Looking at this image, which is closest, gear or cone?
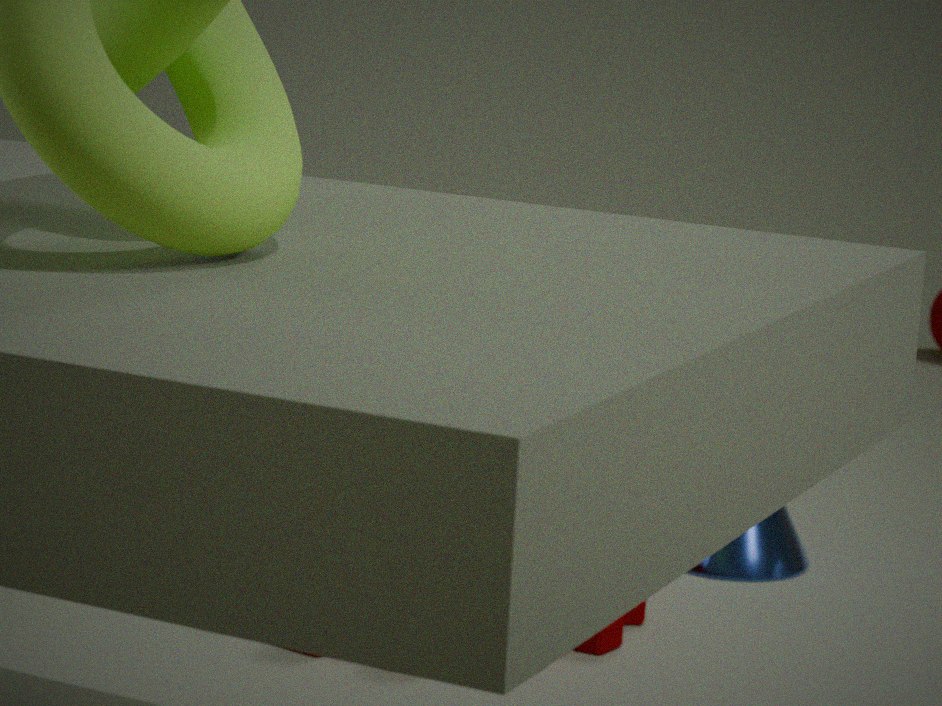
gear
